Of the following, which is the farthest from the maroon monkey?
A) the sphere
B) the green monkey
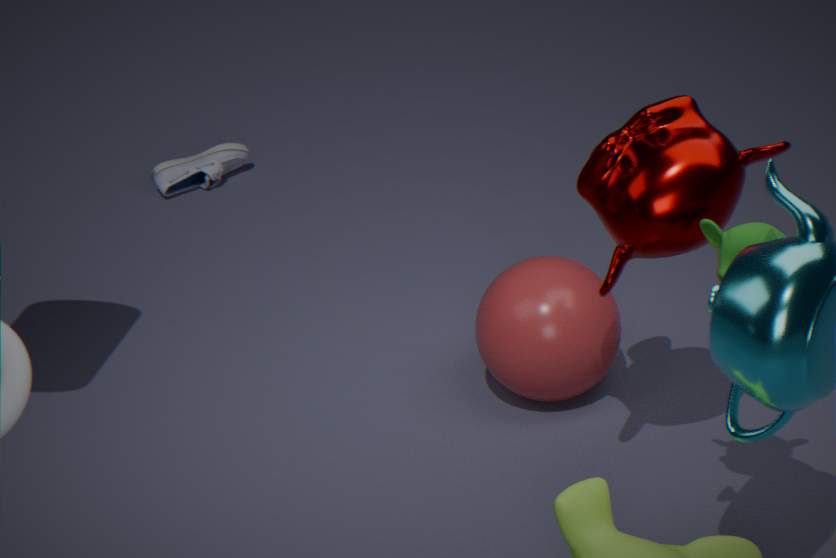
the sphere
